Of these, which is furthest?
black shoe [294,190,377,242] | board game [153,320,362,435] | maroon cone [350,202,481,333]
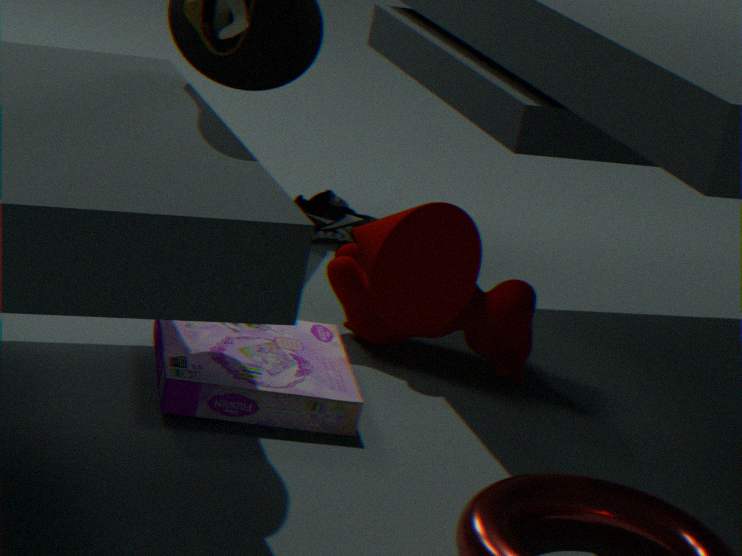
black shoe [294,190,377,242]
